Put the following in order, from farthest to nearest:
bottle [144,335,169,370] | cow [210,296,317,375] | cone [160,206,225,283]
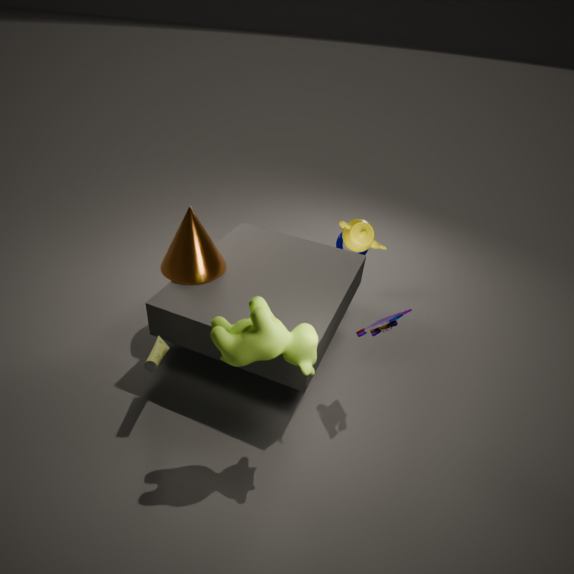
cone [160,206,225,283] → bottle [144,335,169,370] → cow [210,296,317,375]
